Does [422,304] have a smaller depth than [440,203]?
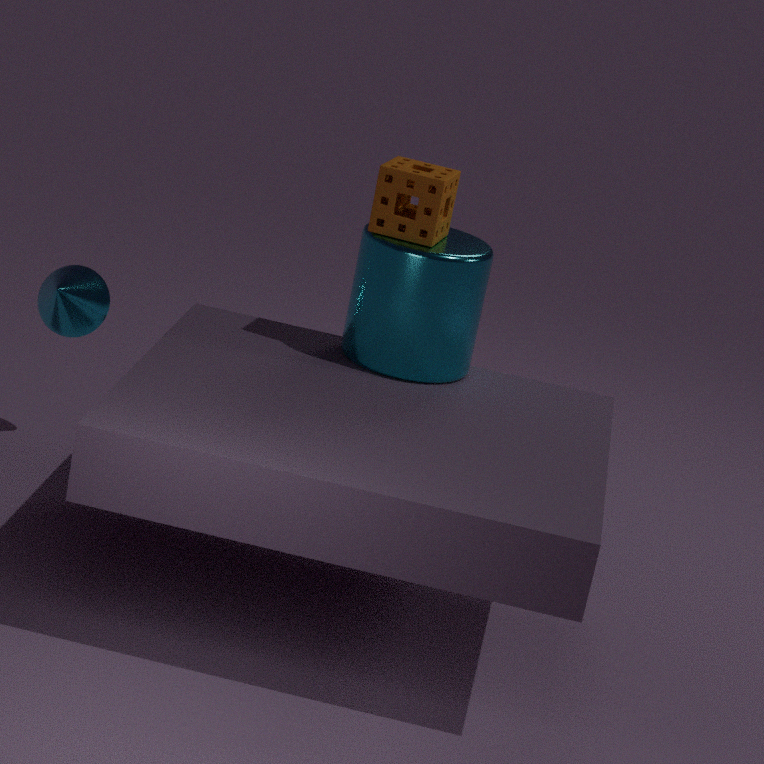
No
